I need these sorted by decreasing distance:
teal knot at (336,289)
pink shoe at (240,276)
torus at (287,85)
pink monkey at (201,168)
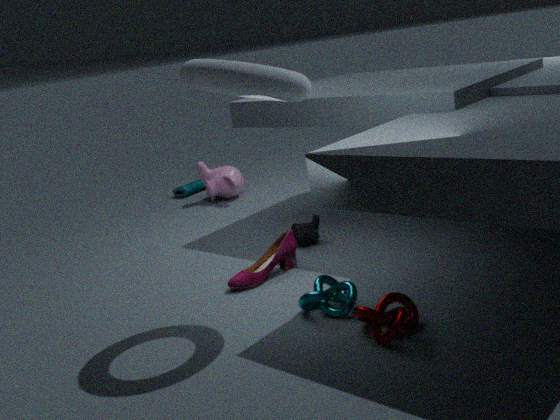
pink monkey at (201,168) → pink shoe at (240,276) → teal knot at (336,289) → torus at (287,85)
